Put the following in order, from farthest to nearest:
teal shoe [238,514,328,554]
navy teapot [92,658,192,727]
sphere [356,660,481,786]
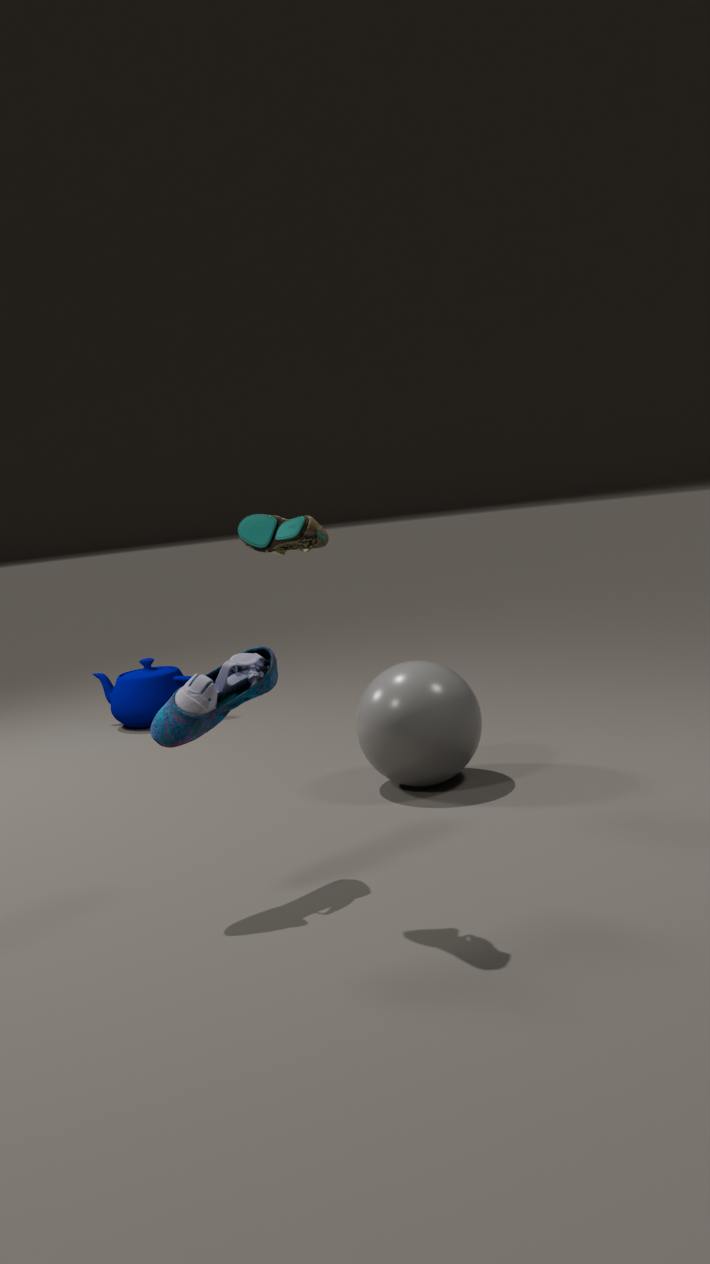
navy teapot [92,658,192,727]
sphere [356,660,481,786]
teal shoe [238,514,328,554]
